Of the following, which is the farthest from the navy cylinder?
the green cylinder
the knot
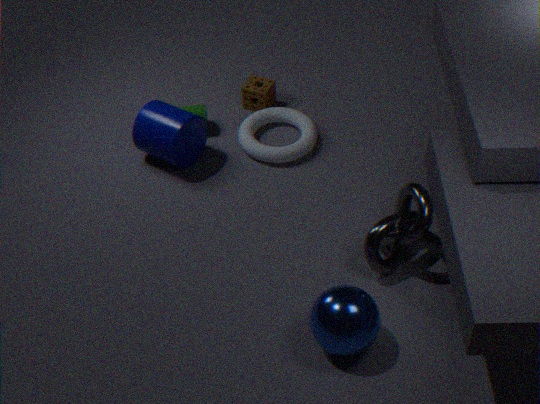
the knot
